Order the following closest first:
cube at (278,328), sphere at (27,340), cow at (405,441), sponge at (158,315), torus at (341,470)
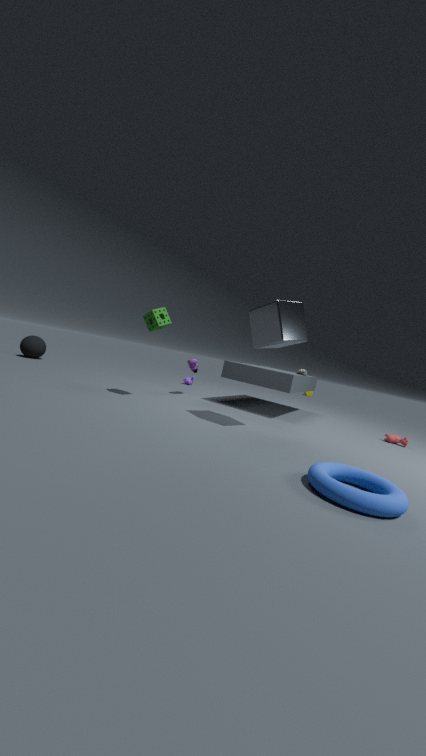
torus at (341,470) < cube at (278,328) < sponge at (158,315) < cow at (405,441) < sphere at (27,340)
